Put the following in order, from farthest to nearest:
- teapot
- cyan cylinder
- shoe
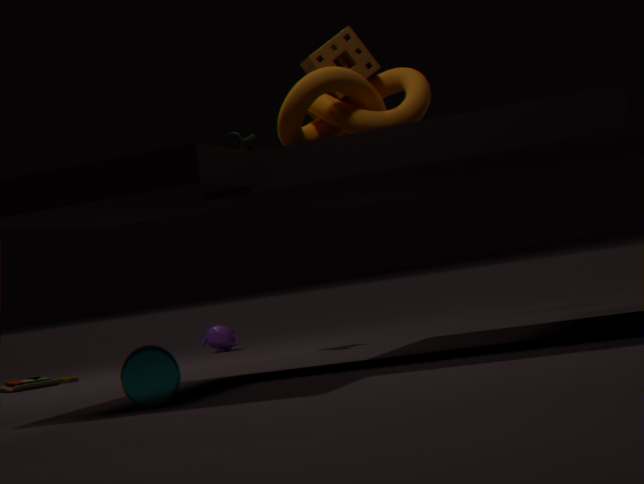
teapot
shoe
cyan cylinder
